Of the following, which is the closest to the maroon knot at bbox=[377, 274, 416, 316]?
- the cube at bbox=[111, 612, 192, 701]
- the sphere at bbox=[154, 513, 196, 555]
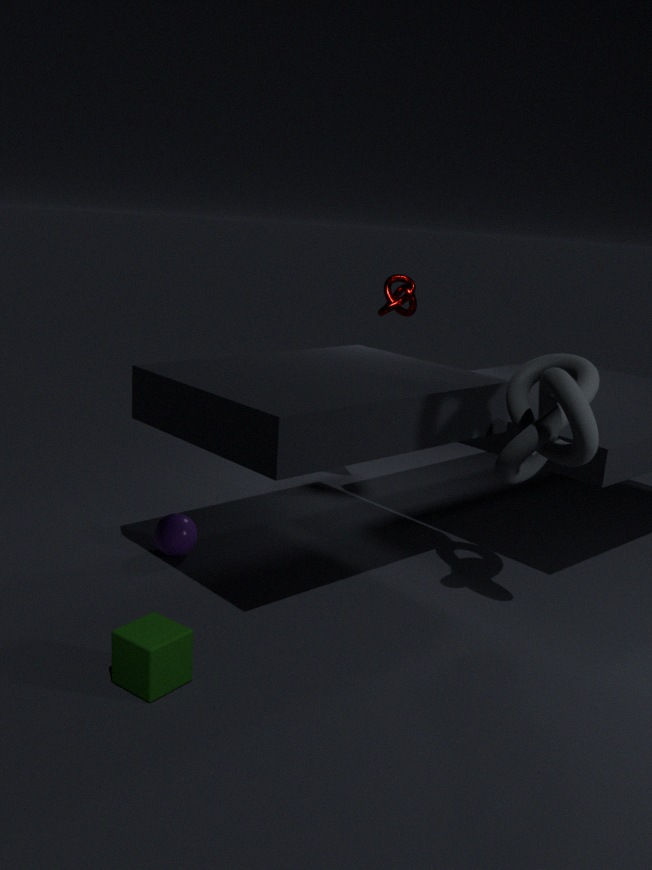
the sphere at bbox=[154, 513, 196, 555]
